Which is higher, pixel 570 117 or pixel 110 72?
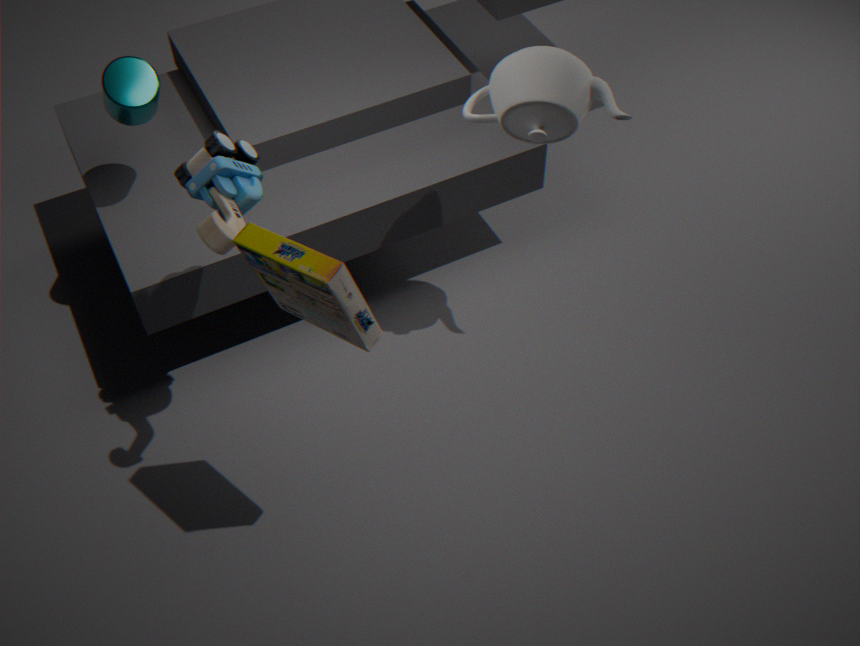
pixel 570 117
